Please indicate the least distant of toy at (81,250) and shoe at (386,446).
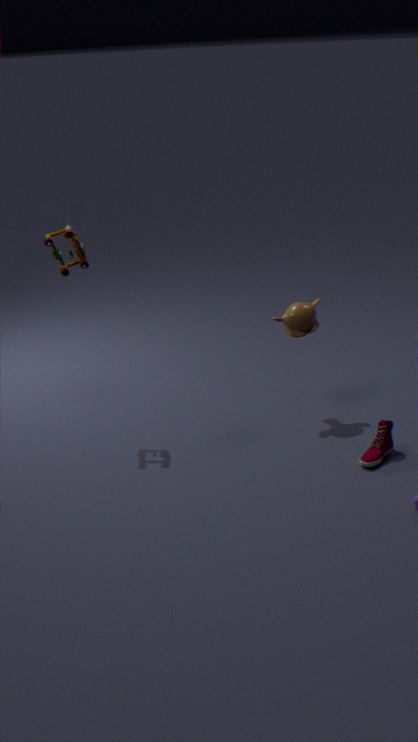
shoe at (386,446)
